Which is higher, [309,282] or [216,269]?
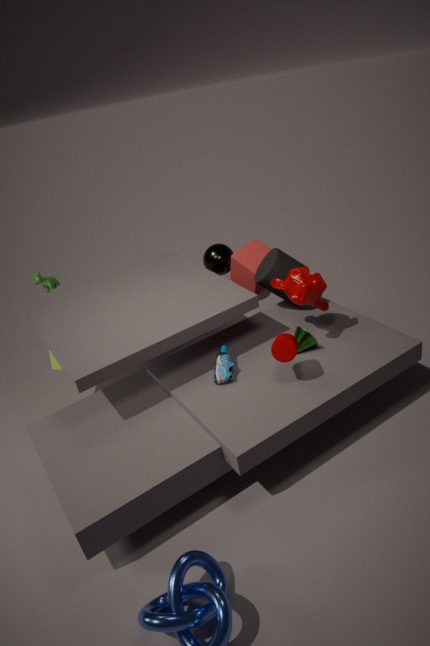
[309,282]
